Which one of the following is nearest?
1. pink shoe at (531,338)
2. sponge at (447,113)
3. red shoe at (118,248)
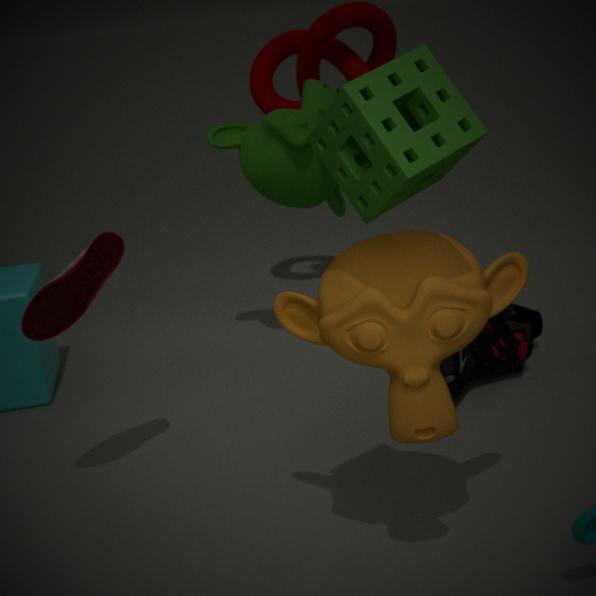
sponge at (447,113)
